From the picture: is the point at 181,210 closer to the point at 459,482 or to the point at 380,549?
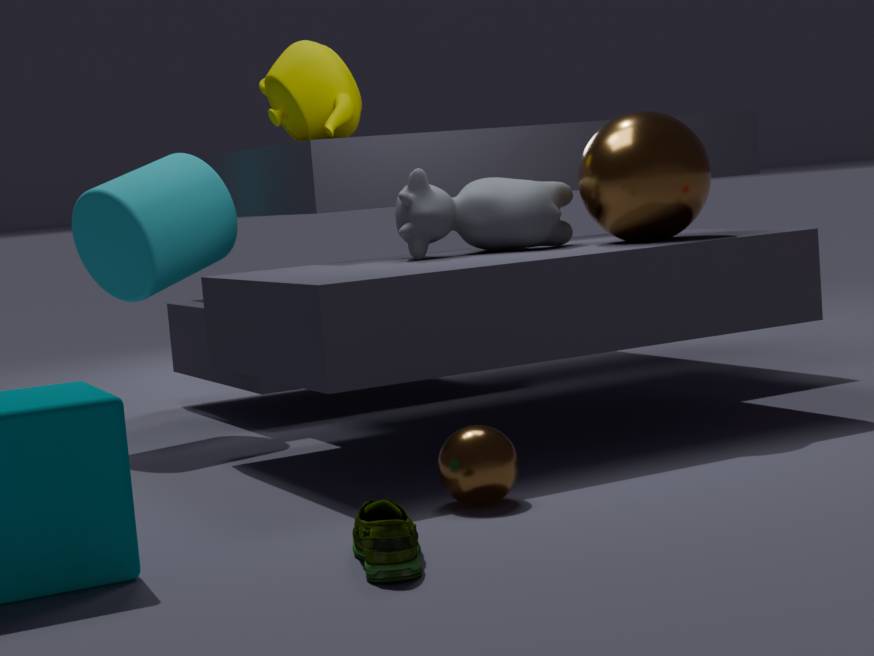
the point at 459,482
